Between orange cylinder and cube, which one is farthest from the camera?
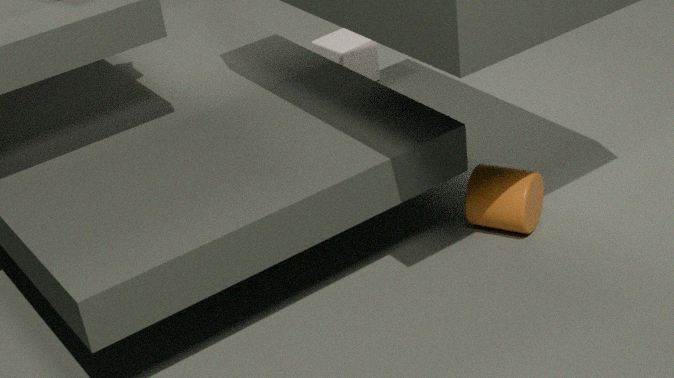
cube
